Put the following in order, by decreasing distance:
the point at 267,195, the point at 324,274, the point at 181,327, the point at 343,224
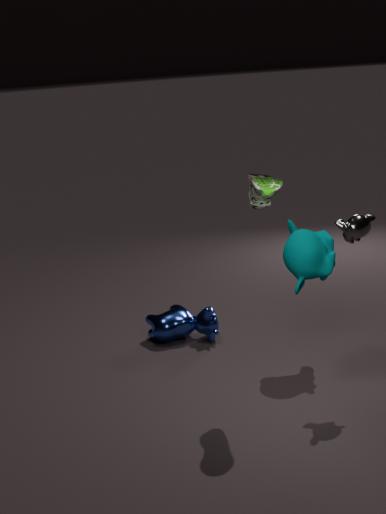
the point at 181,327, the point at 324,274, the point at 343,224, the point at 267,195
